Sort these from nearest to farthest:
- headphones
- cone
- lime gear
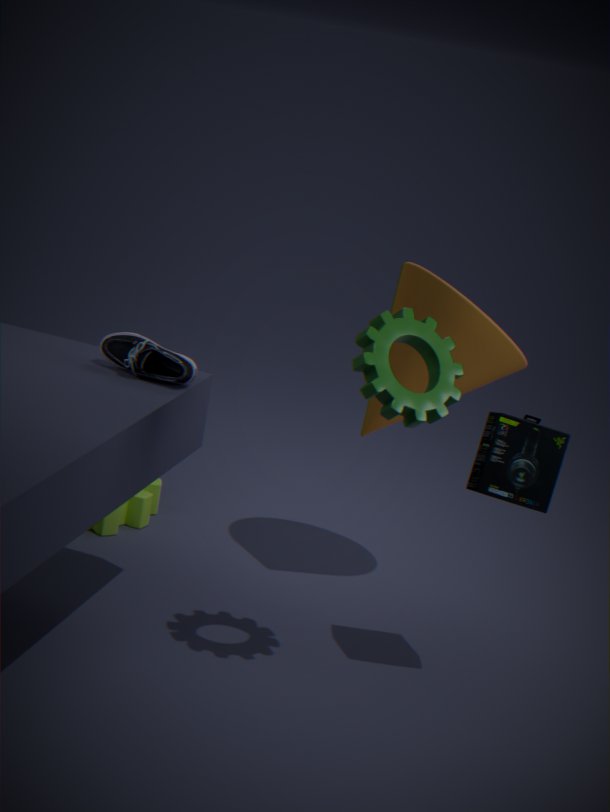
headphones → cone → lime gear
